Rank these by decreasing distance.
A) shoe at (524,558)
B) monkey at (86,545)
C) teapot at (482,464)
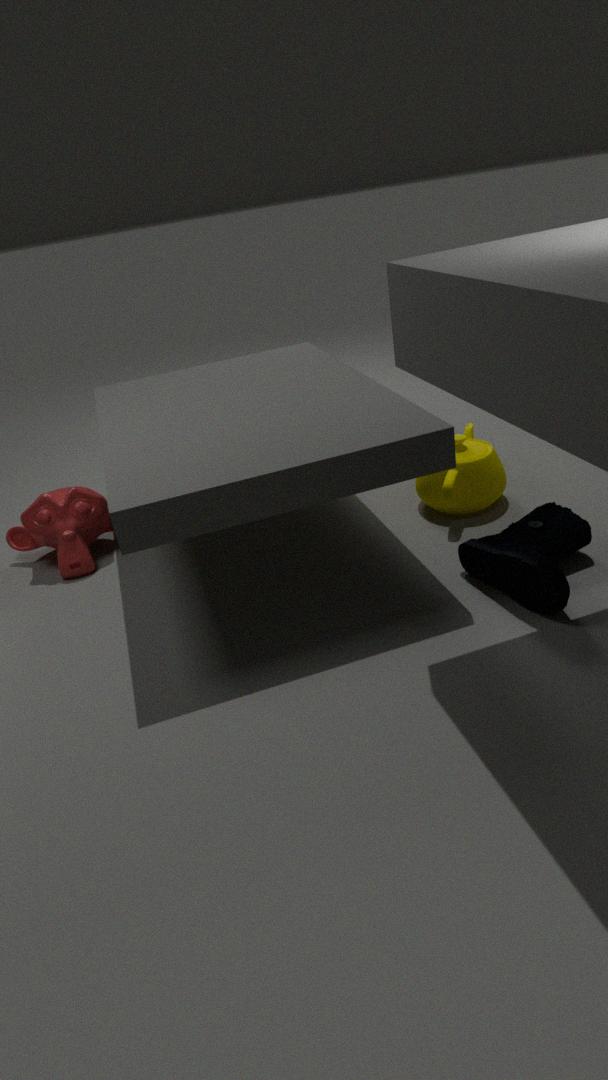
monkey at (86,545) → teapot at (482,464) → shoe at (524,558)
